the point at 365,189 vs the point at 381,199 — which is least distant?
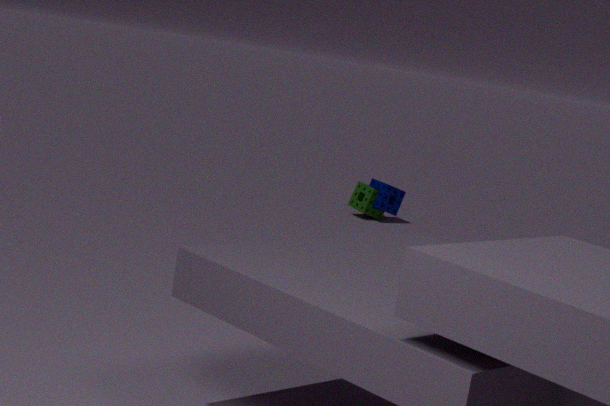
the point at 381,199
